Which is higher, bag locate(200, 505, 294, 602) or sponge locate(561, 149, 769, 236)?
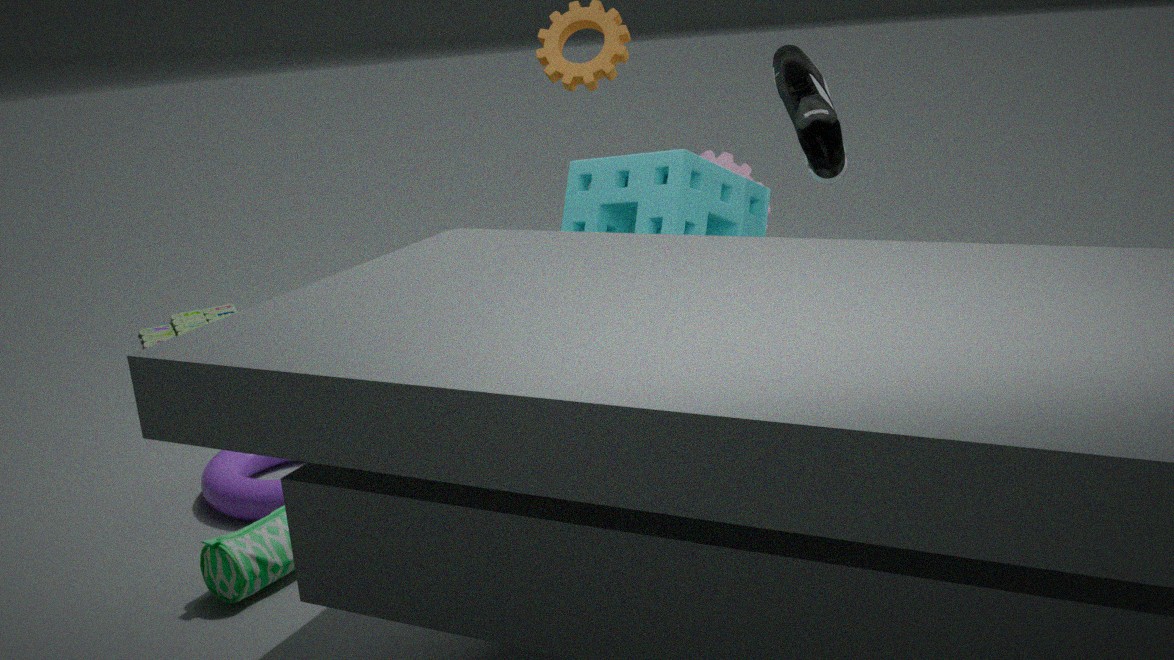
sponge locate(561, 149, 769, 236)
